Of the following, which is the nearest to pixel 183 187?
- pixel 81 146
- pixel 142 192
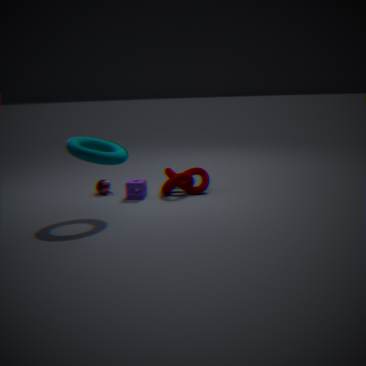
pixel 142 192
